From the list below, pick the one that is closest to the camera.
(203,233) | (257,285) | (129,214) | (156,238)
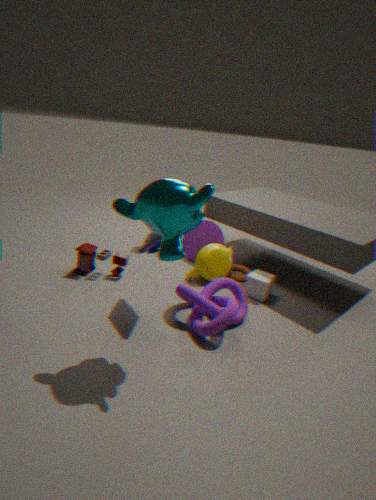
(129,214)
